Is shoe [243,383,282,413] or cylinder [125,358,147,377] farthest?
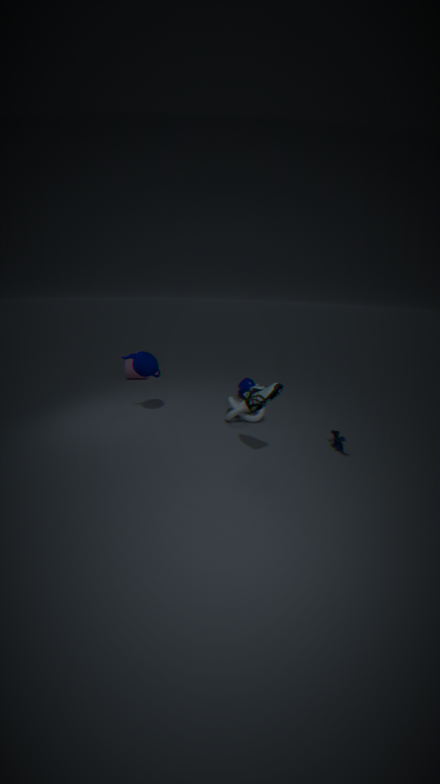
cylinder [125,358,147,377]
